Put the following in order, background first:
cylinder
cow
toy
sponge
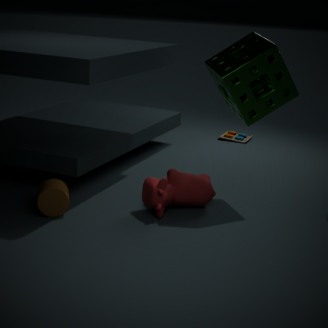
toy
cow
sponge
cylinder
